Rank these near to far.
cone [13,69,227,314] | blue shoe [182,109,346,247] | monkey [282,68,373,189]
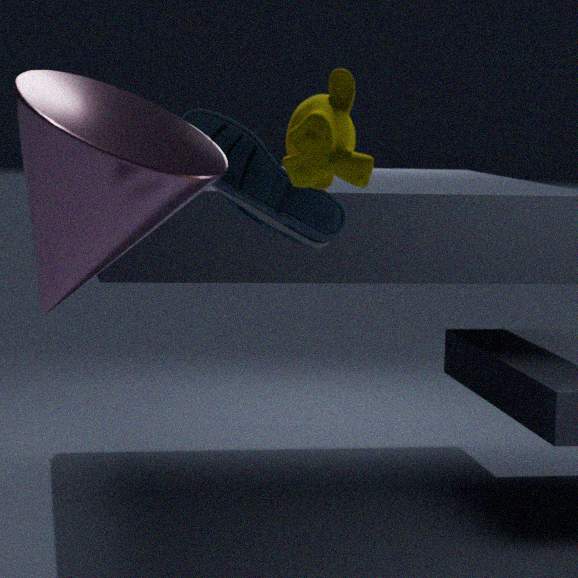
monkey [282,68,373,189] → cone [13,69,227,314] → blue shoe [182,109,346,247]
